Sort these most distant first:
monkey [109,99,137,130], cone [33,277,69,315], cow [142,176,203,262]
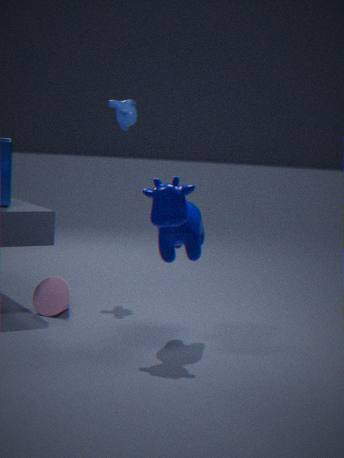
monkey [109,99,137,130]
cone [33,277,69,315]
cow [142,176,203,262]
